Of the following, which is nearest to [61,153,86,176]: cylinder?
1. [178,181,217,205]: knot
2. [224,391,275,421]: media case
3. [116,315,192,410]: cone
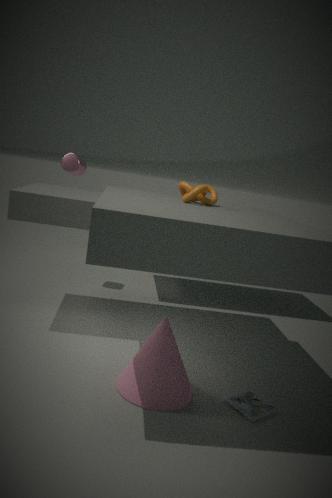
[178,181,217,205]: knot
